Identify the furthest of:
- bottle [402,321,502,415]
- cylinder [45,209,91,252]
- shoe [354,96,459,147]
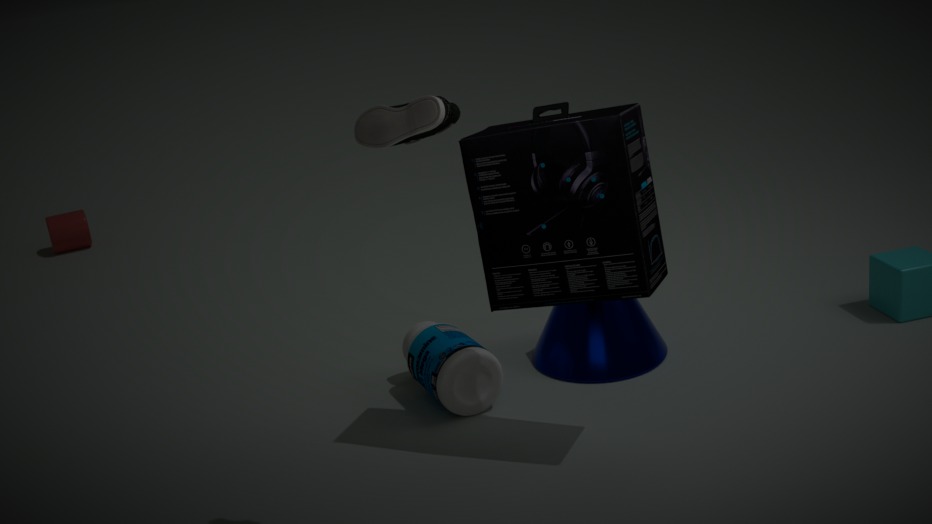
cylinder [45,209,91,252]
